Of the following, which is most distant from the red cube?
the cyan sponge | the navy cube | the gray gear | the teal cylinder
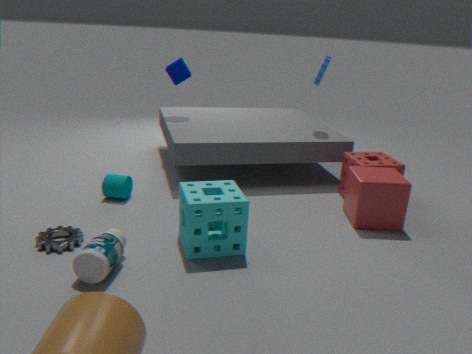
the gray gear
